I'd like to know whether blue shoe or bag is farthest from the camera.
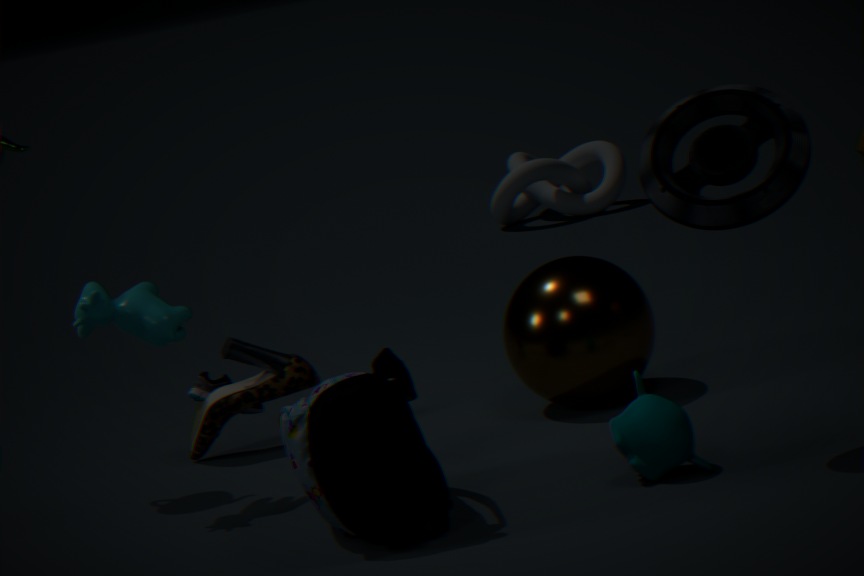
blue shoe
